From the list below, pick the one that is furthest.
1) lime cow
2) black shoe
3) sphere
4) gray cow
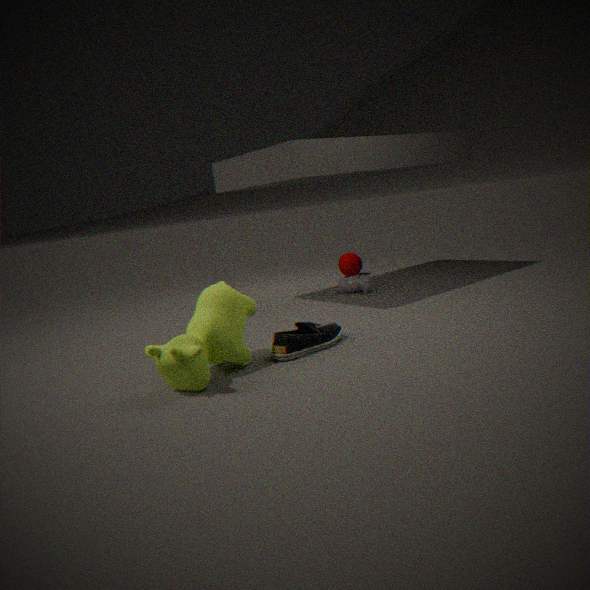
3. sphere
